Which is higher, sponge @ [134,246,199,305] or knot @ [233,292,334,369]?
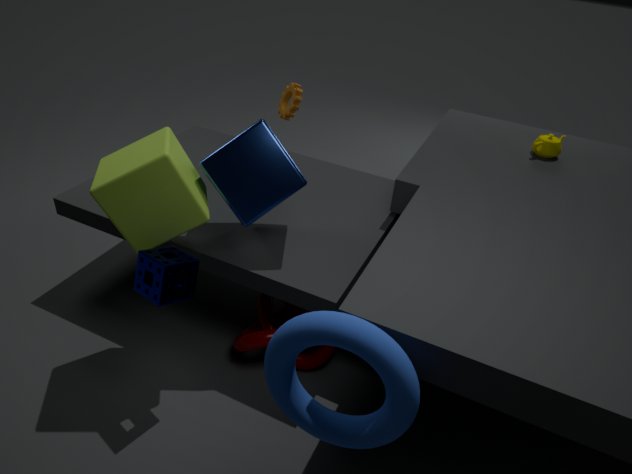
sponge @ [134,246,199,305]
